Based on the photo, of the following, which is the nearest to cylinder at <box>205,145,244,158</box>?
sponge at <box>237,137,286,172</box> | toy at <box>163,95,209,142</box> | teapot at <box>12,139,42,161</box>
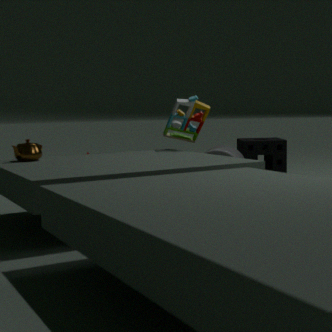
toy at <box>163,95,209,142</box>
